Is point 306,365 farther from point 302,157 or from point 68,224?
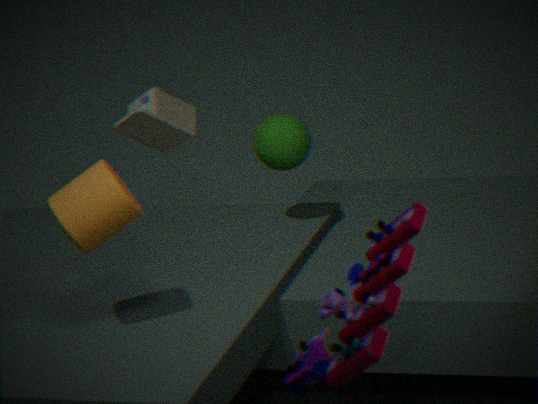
point 302,157
